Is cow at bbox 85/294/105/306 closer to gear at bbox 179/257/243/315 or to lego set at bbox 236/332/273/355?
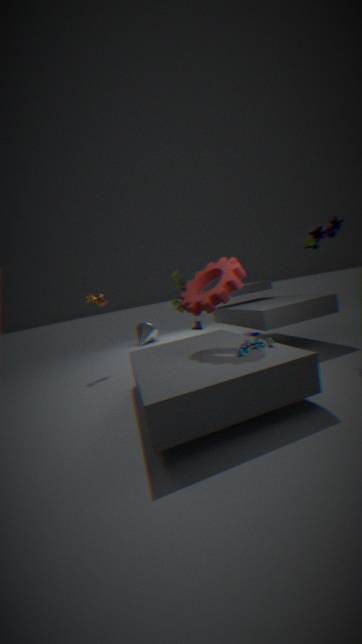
gear at bbox 179/257/243/315
